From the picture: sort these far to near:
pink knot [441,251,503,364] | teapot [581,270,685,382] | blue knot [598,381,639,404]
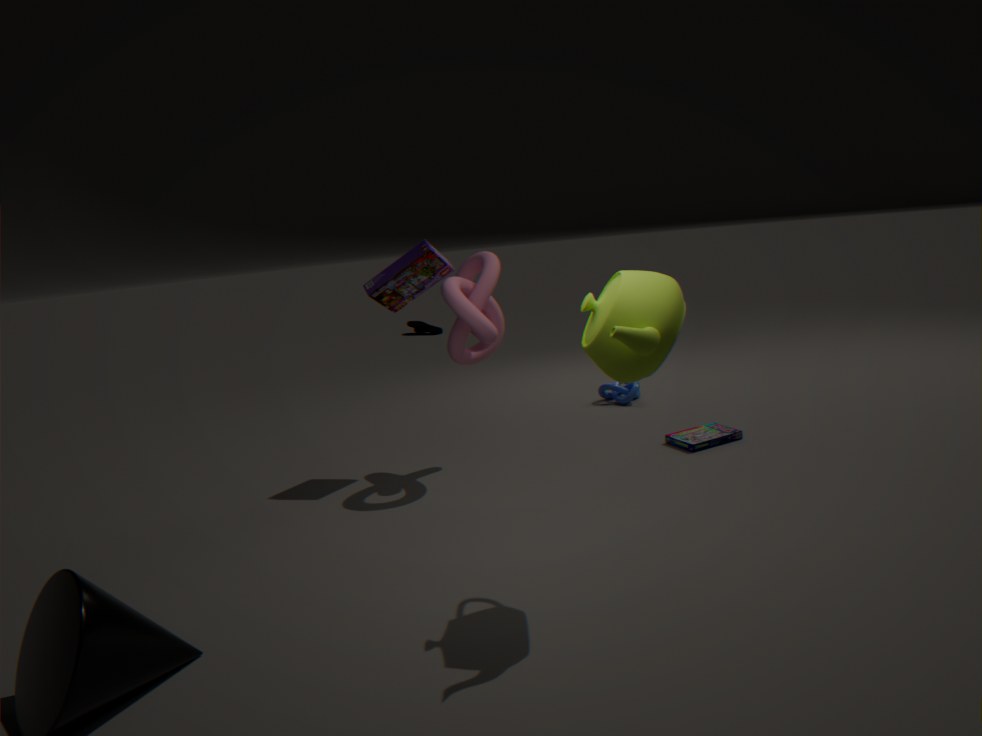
blue knot [598,381,639,404] < pink knot [441,251,503,364] < teapot [581,270,685,382]
